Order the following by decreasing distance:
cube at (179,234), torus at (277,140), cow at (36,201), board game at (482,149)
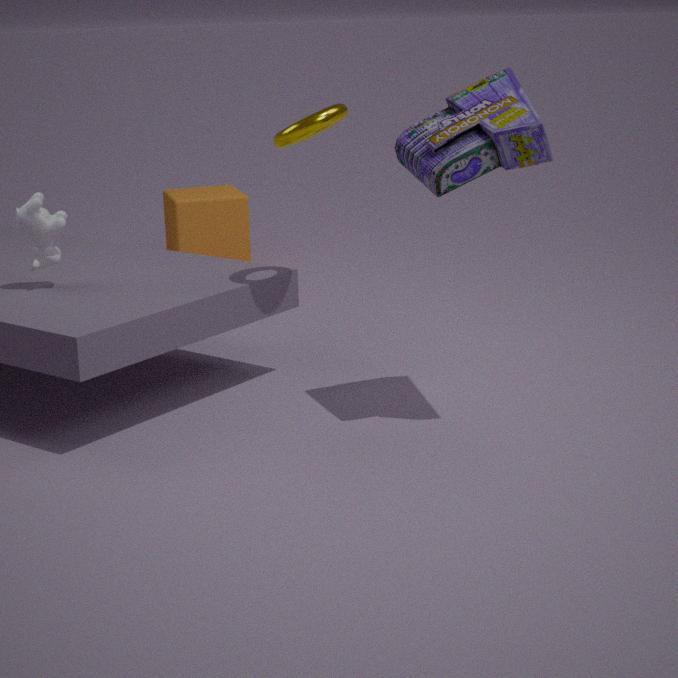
1. cube at (179,234)
2. cow at (36,201)
3. torus at (277,140)
4. board game at (482,149)
